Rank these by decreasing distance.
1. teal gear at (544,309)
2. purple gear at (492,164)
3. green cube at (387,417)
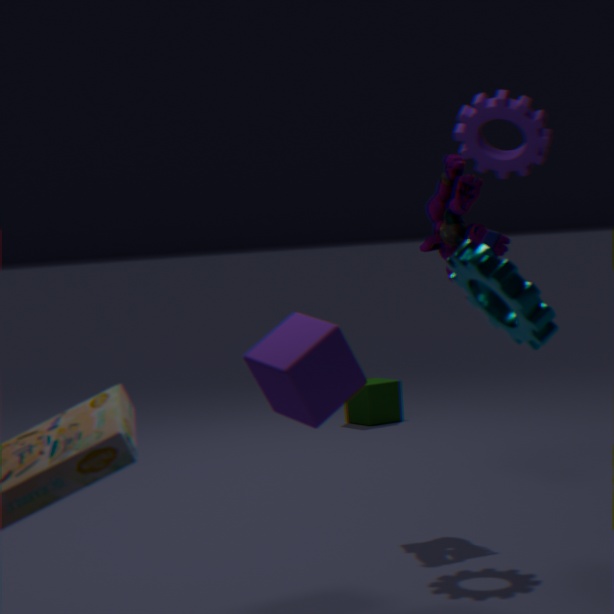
1. green cube at (387,417)
2. purple gear at (492,164)
3. teal gear at (544,309)
